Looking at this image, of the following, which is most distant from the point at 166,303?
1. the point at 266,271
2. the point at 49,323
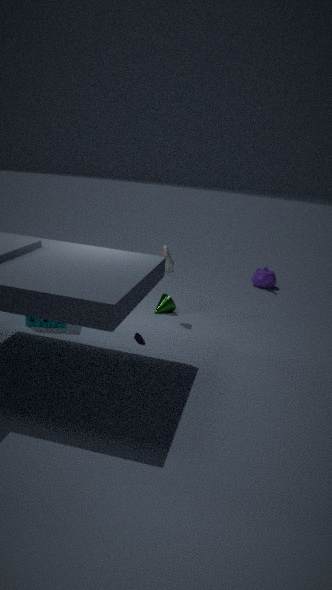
the point at 266,271
